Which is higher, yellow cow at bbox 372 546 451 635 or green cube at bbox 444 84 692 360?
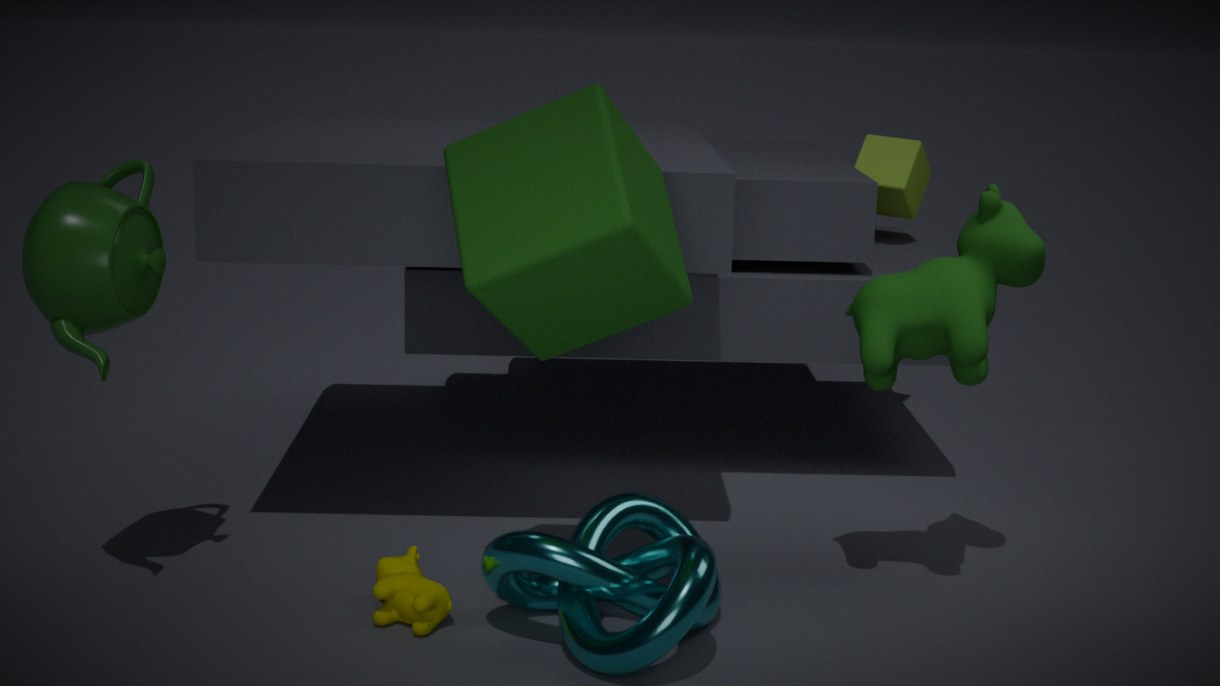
green cube at bbox 444 84 692 360
